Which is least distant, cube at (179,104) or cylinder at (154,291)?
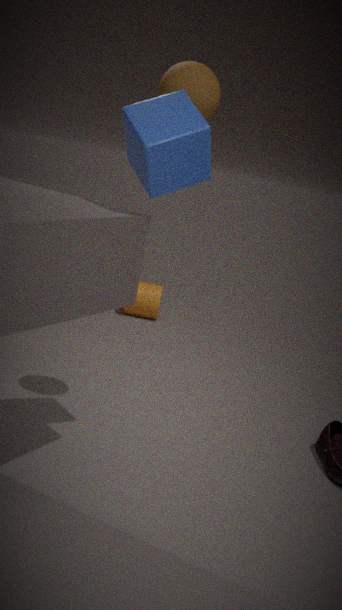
cube at (179,104)
